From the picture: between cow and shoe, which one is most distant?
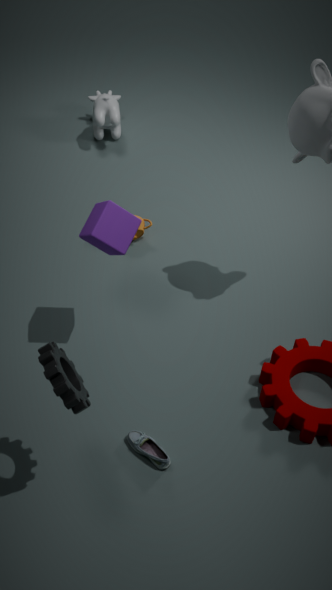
cow
